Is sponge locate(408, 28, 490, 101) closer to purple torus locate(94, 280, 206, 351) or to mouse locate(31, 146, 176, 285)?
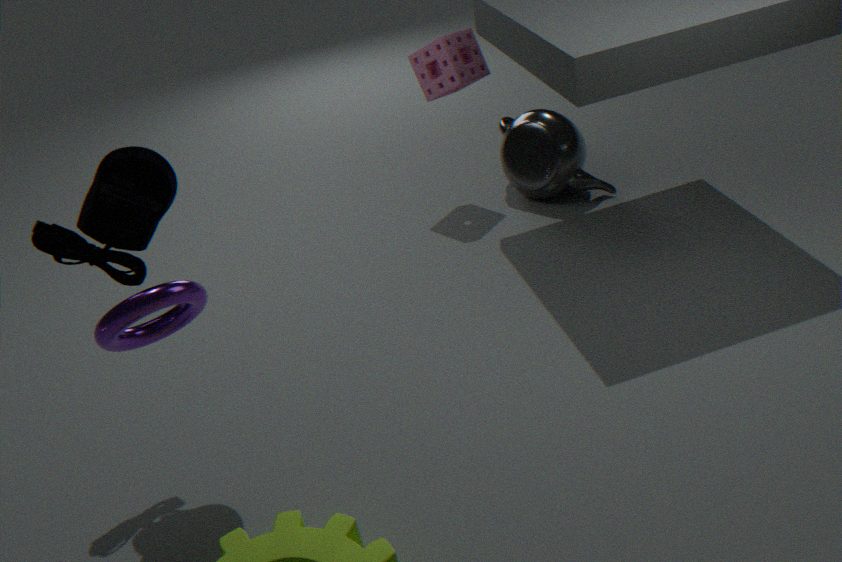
mouse locate(31, 146, 176, 285)
